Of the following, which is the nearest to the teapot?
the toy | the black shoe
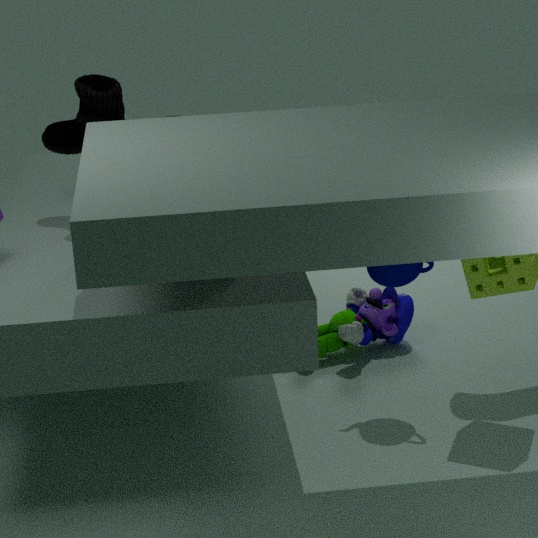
the toy
